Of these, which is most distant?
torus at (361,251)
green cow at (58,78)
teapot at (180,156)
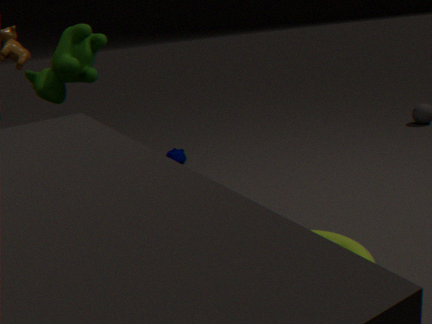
teapot at (180,156)
